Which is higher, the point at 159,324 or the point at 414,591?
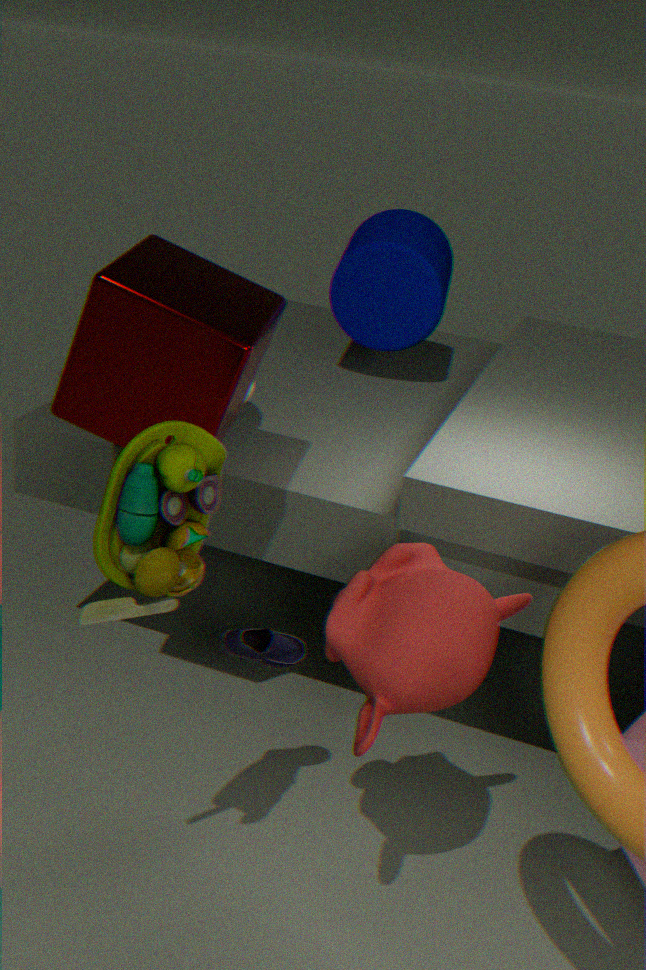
the point at 159,324
